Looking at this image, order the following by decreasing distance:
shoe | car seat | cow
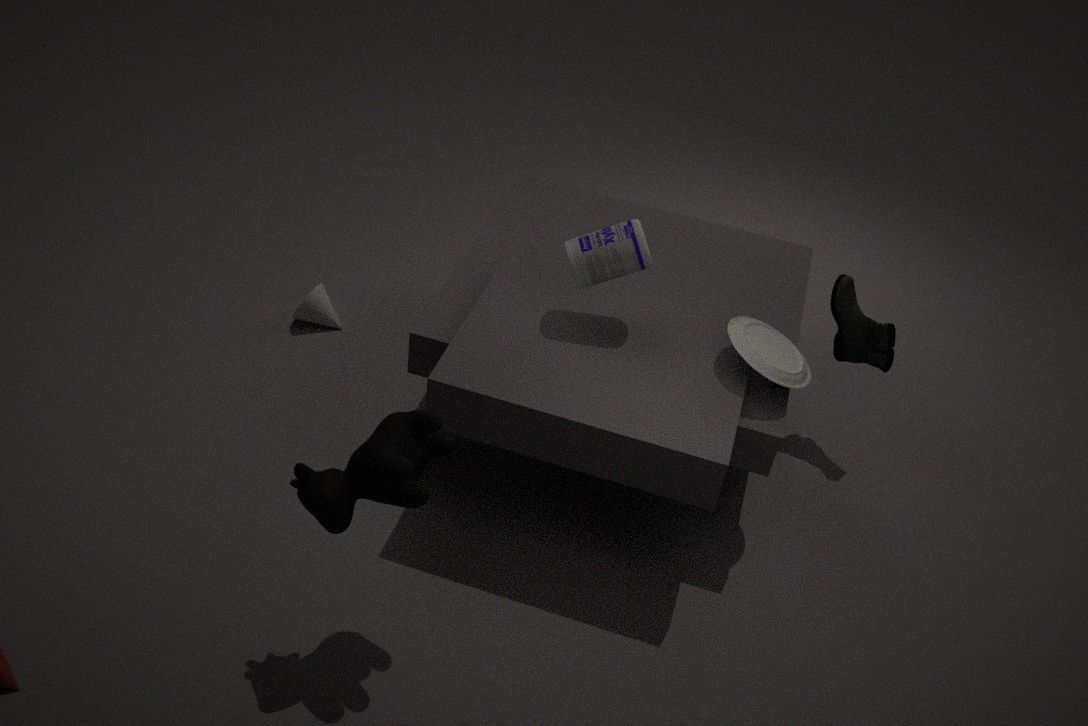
1. shoe
2. car seat
3. cow
